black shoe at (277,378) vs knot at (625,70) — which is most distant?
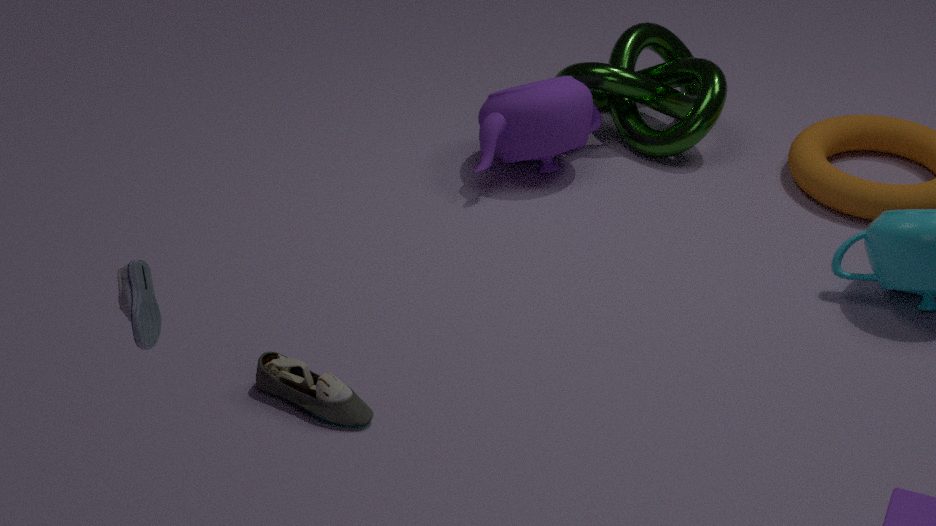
knot at (625,70)
